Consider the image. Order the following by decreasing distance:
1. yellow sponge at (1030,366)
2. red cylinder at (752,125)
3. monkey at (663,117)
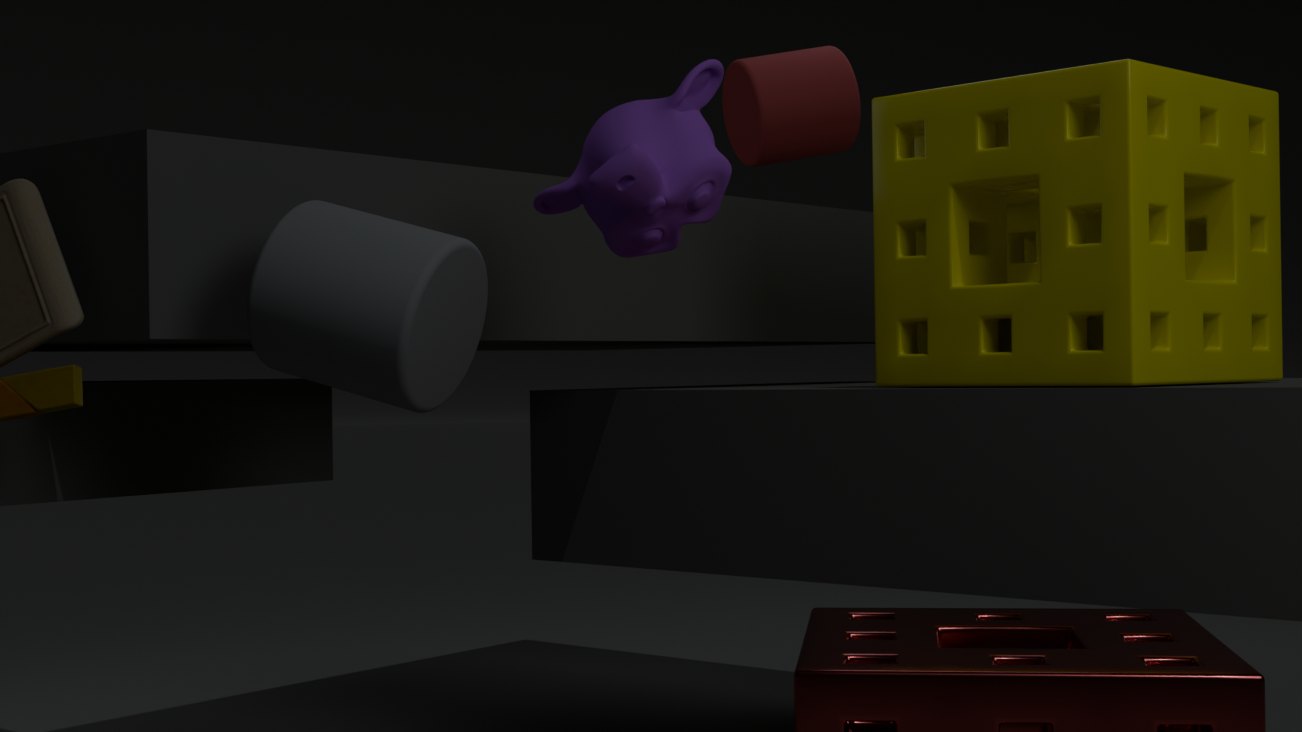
red cylinder at (752,125)
yellow sponge at (1030,366)
monkey at (663,117)
